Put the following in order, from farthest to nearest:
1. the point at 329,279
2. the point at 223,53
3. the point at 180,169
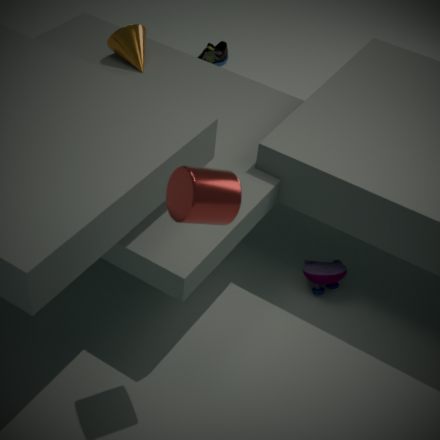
the point at 223,53
the point at 329,279
the point at 180,169
